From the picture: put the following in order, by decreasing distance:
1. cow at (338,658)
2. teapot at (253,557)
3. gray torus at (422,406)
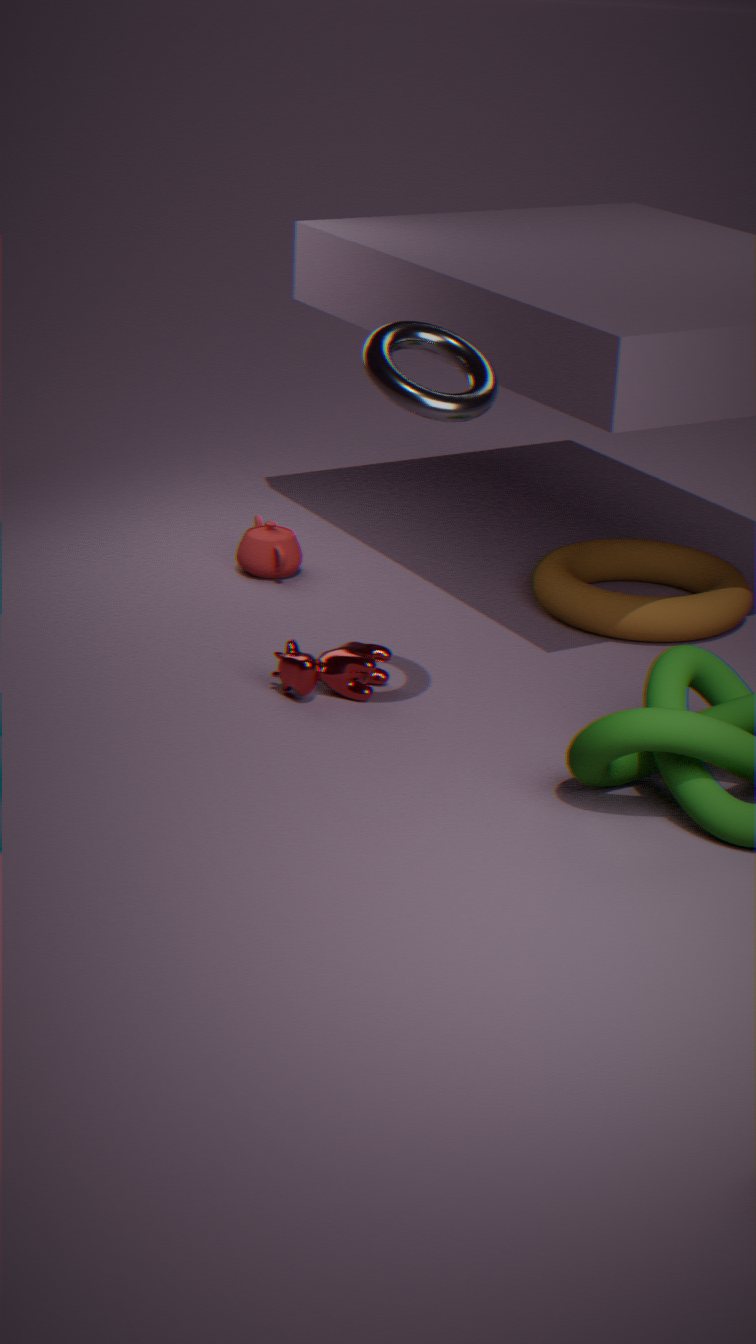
teapot at (253,557), cow at (338,658), gray torus at (422,406)
